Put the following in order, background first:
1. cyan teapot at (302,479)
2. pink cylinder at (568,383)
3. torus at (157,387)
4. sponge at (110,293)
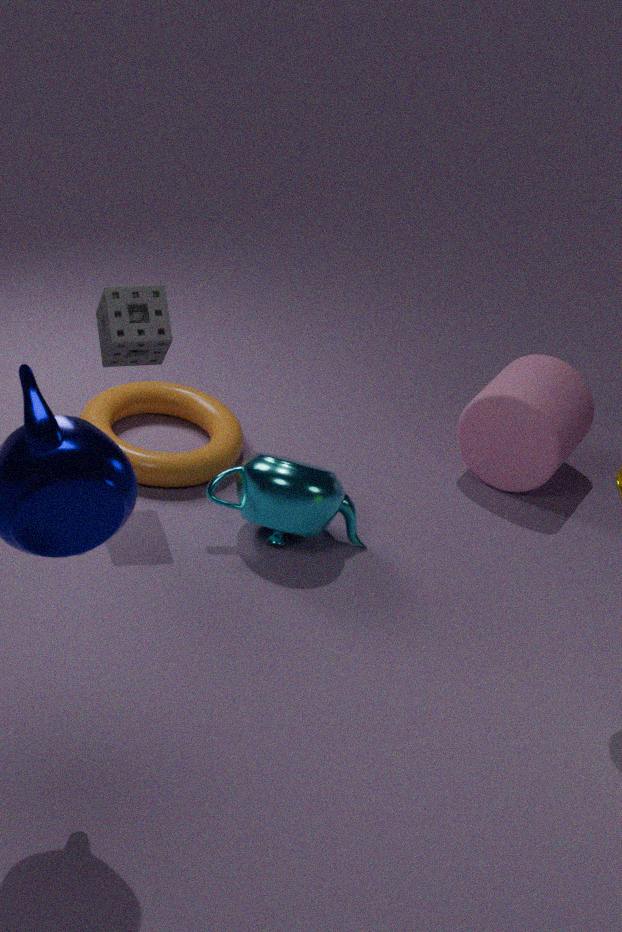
pink cylinder at (568,383) < torus at (157,387) < cyan teapot at (302,479) < sponge at (110,293)
